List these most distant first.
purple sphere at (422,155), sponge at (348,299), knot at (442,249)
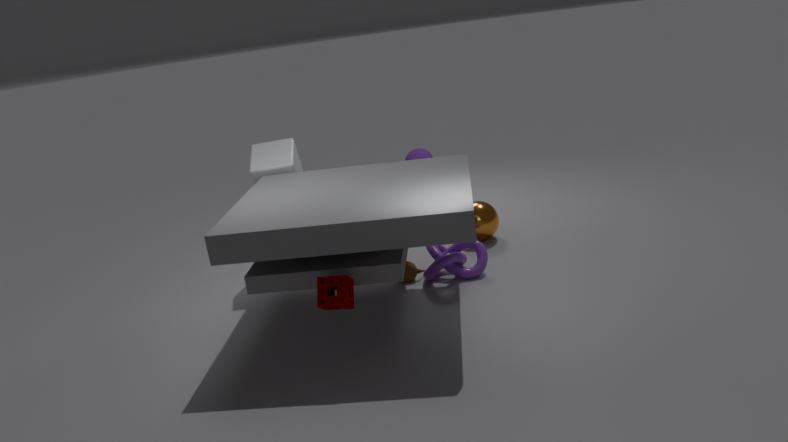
purple sphere at (422,155), knot at (442,249), sponge at (348,299)
